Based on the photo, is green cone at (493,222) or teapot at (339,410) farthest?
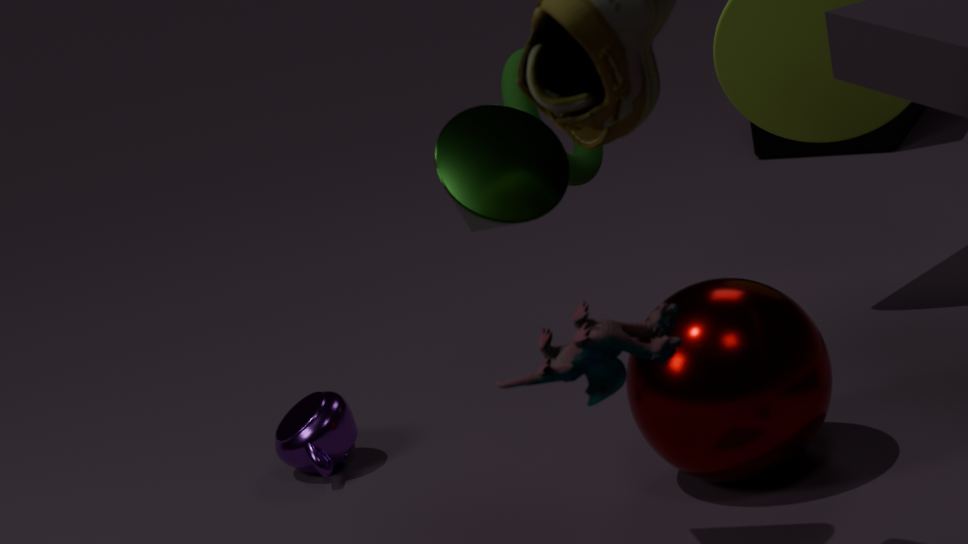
teapot at (339,410)
